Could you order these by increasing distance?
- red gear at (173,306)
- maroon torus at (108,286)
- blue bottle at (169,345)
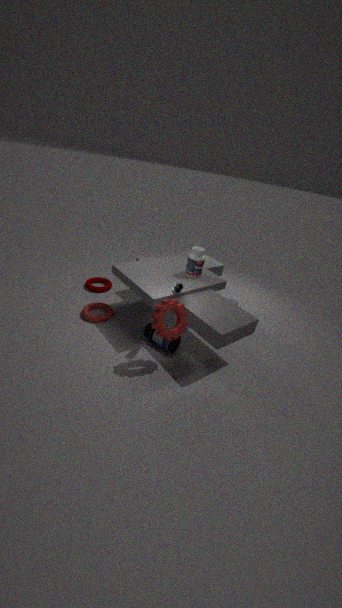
red gear at (173,306) < blue bottle at (169,345) < maroon torus at (108,286)
